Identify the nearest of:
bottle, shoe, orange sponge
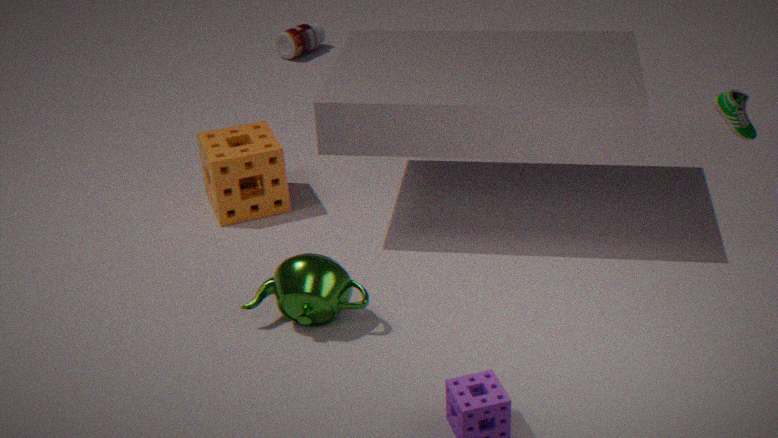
shoe
